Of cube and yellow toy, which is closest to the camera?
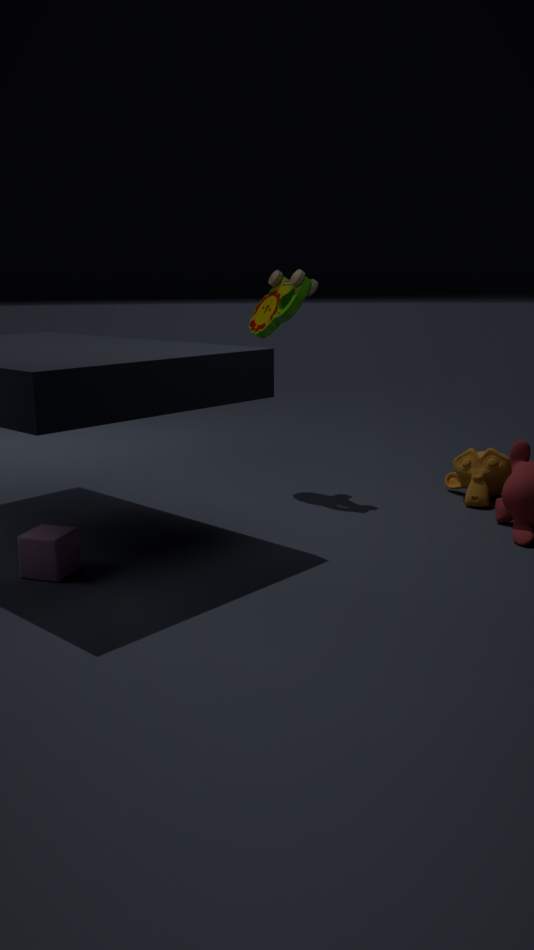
cube
